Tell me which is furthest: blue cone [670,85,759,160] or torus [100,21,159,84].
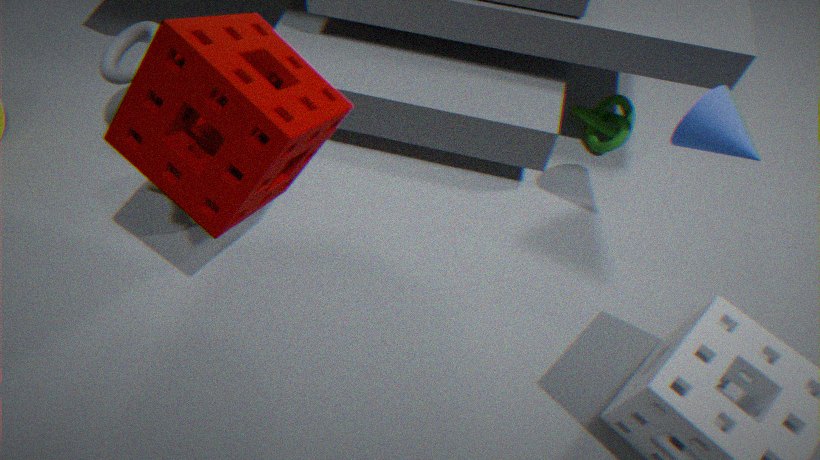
torus [100,21,159,84]
